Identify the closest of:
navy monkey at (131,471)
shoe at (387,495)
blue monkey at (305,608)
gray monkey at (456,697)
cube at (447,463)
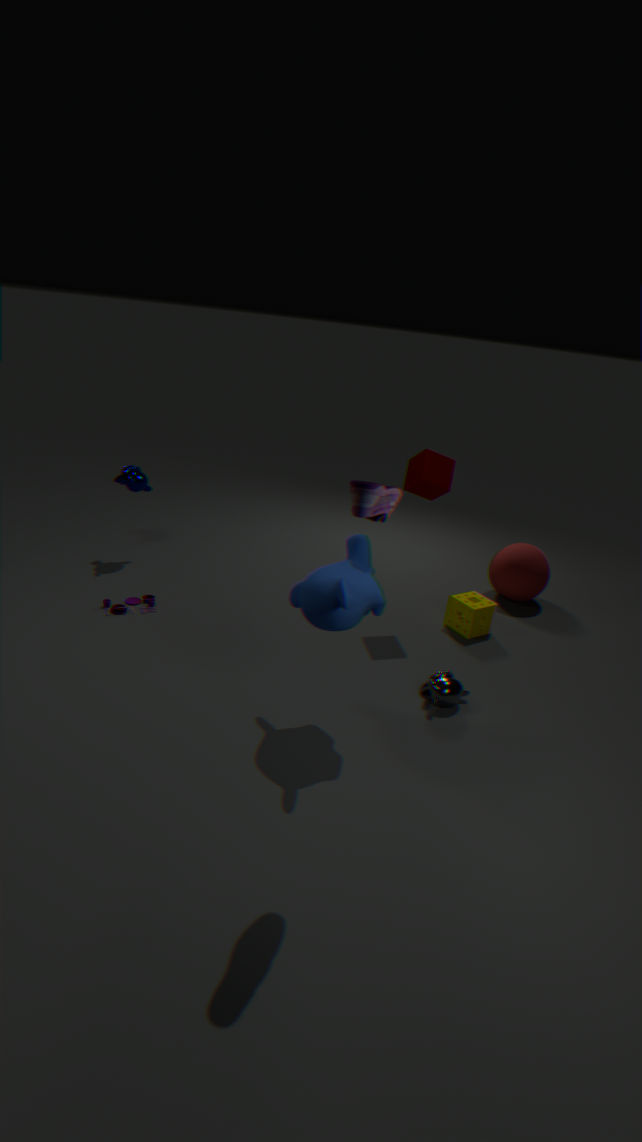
shoe at (387,495)
